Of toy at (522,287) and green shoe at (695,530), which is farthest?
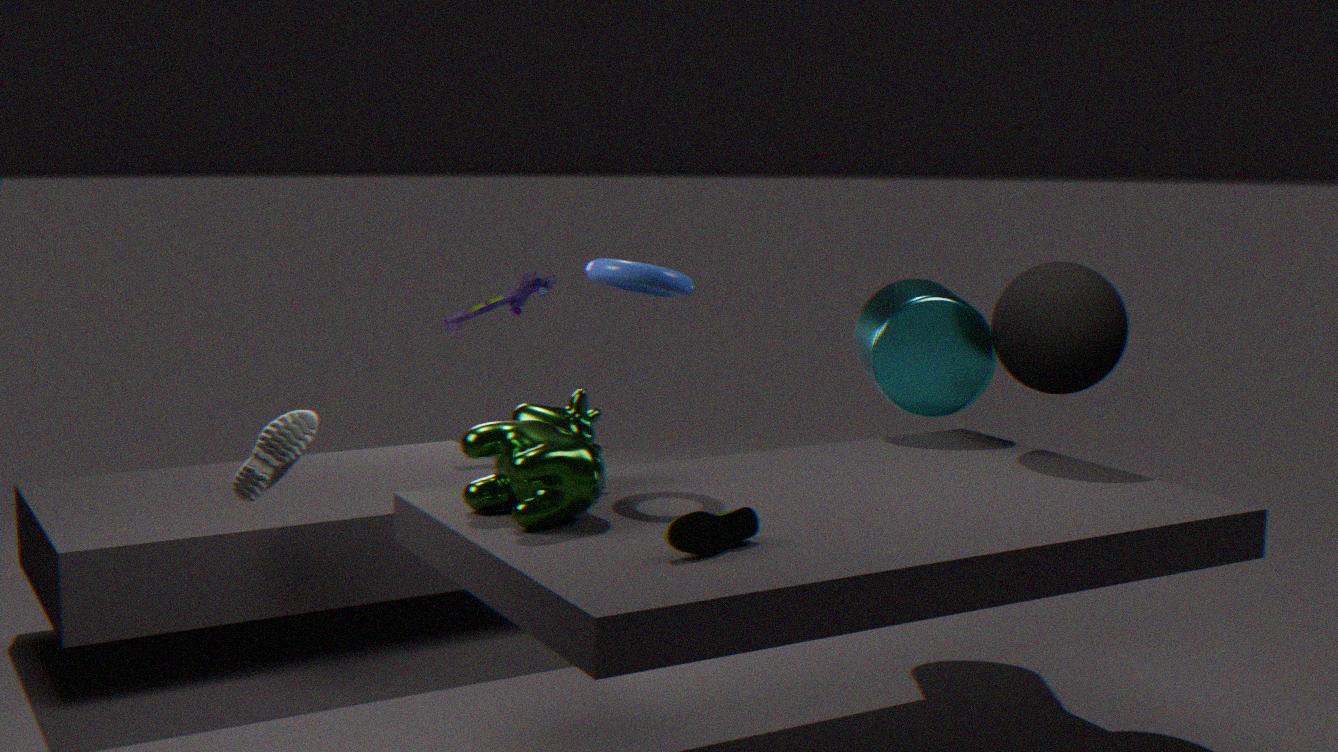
toy at (522,287)
